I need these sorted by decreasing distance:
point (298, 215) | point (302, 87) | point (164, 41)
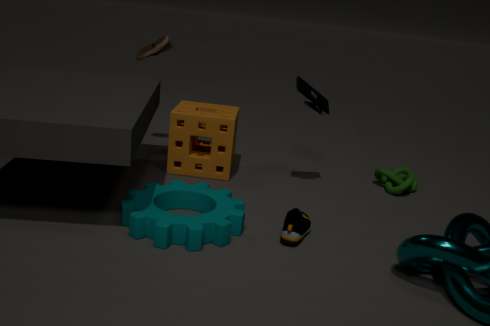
point (164, 41), point (302, 87), point (298, 215)
